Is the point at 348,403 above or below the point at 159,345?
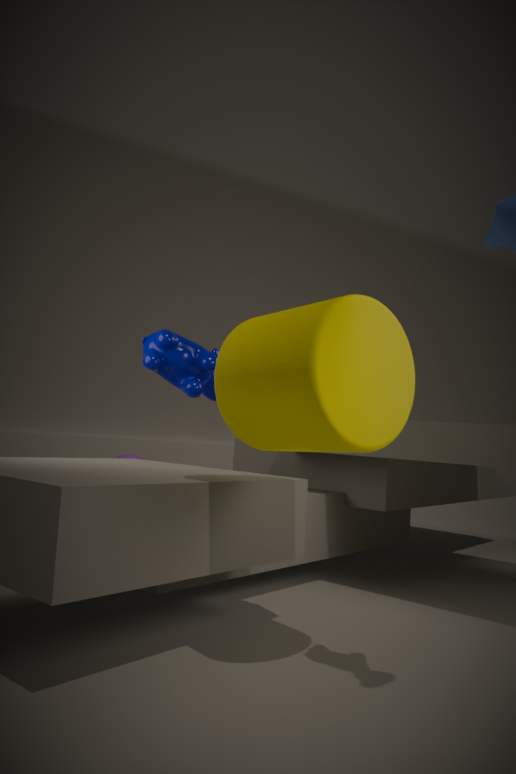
below
